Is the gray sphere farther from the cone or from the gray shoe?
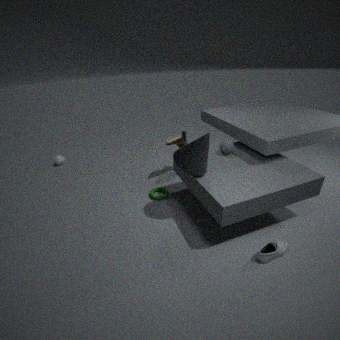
the gray shoe
